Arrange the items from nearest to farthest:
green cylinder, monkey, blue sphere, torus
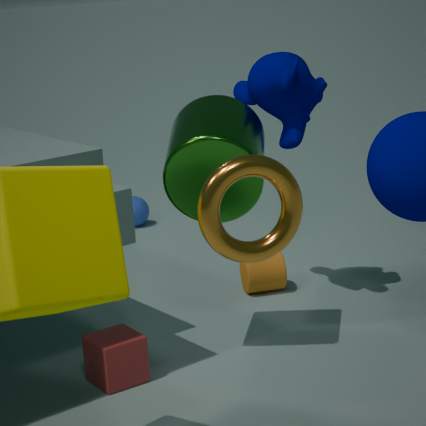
torus, green cylinder, monkey, blue sphere
